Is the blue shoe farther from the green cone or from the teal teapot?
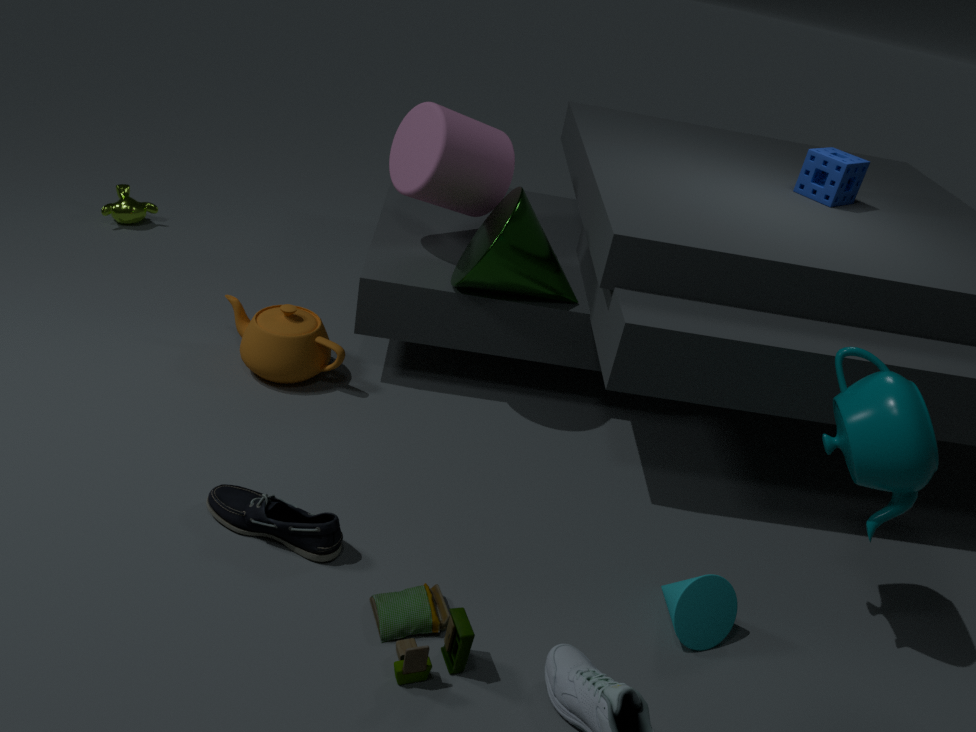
the teal teapot
